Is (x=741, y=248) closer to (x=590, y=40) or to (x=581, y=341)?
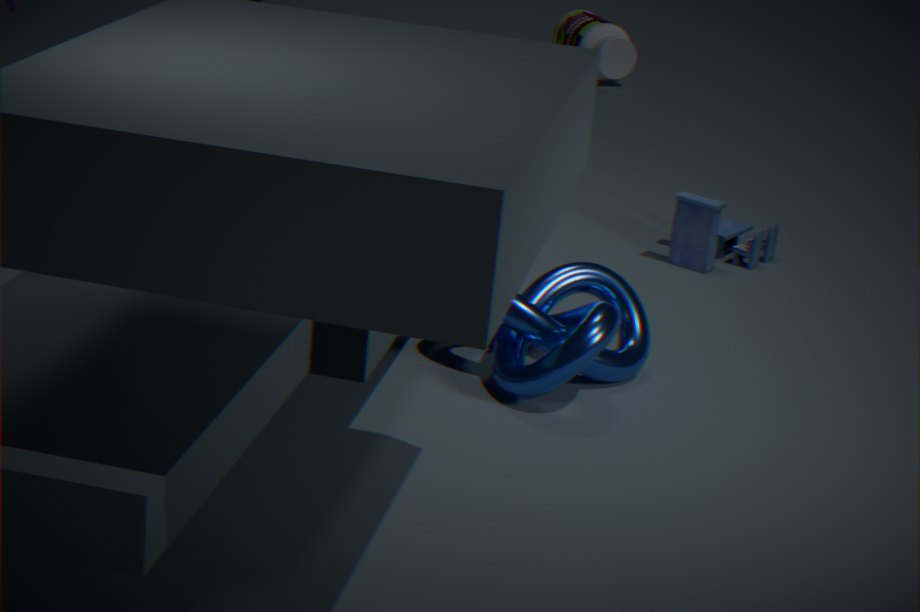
(x=581, y=341)
